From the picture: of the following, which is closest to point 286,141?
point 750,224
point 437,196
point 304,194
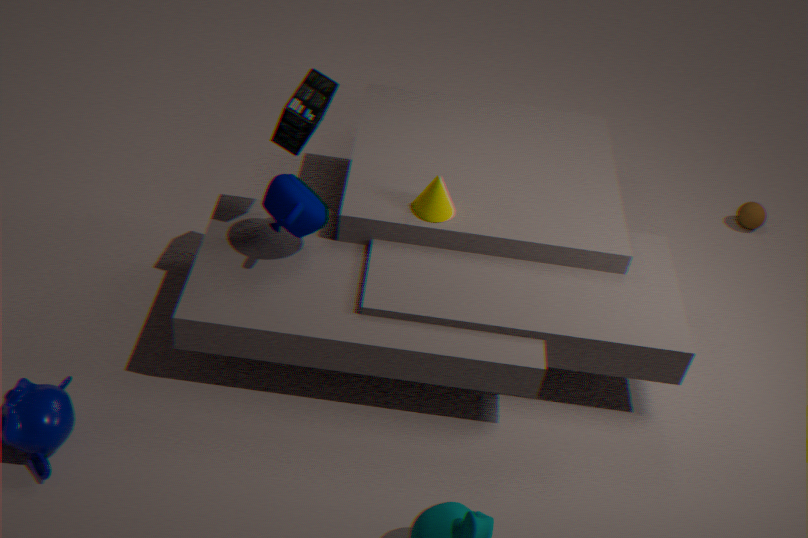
point 304,194
